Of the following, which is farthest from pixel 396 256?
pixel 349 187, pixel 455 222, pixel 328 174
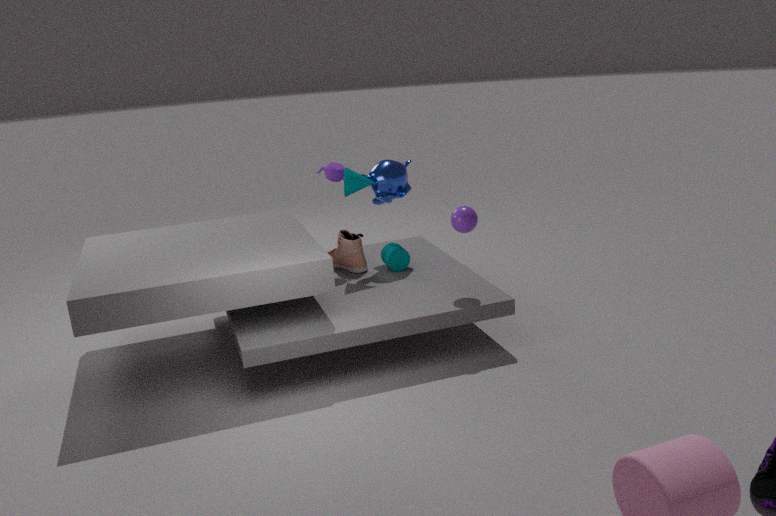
pixel 455 222
